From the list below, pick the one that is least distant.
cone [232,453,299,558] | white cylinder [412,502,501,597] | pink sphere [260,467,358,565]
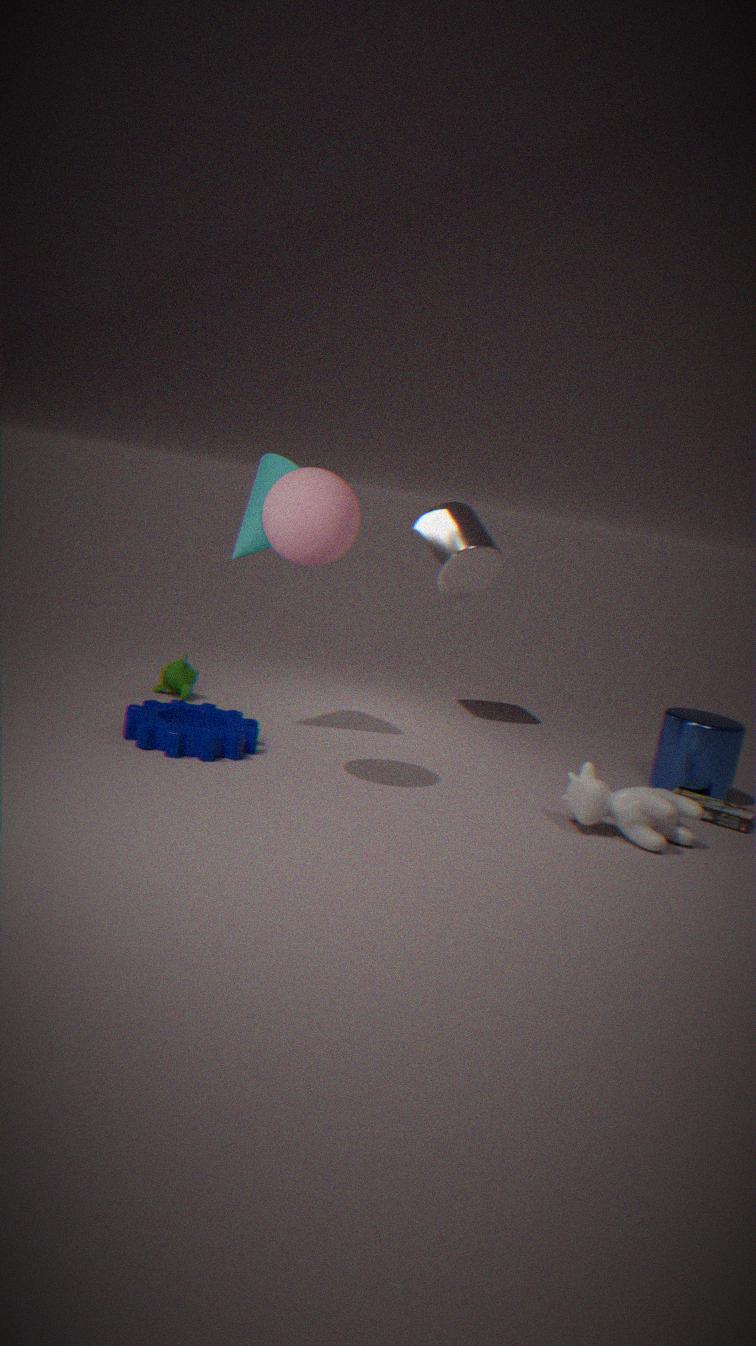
pink sphere [260,467,358,565]
